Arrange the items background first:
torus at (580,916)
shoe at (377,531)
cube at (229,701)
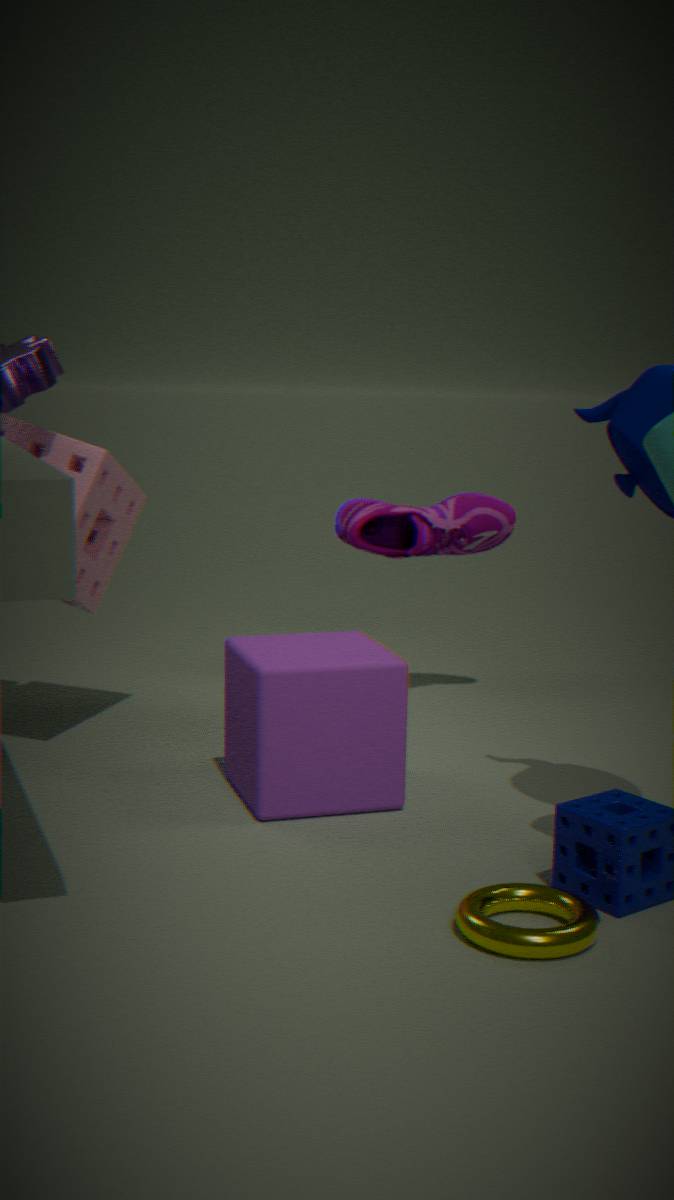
1. shoe at (377,531)
2. cube at (229,701)
3. torus at (580,916)
